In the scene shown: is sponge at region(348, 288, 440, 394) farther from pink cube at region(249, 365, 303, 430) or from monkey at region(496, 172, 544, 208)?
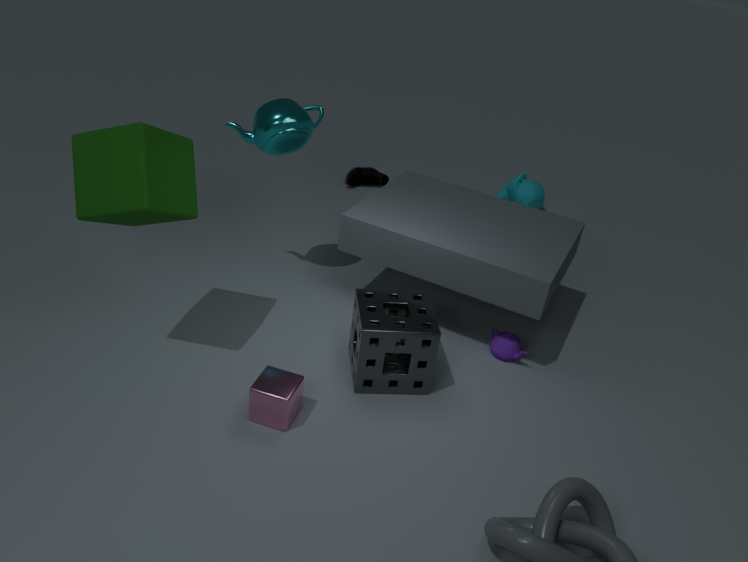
monkey at region(496, 172, 544, 208)
